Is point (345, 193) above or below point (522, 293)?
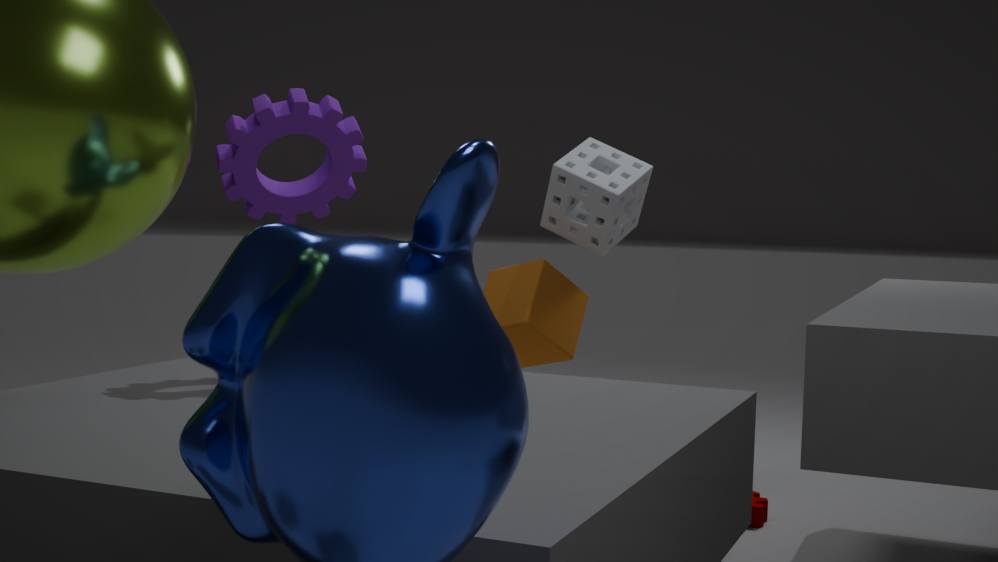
above
